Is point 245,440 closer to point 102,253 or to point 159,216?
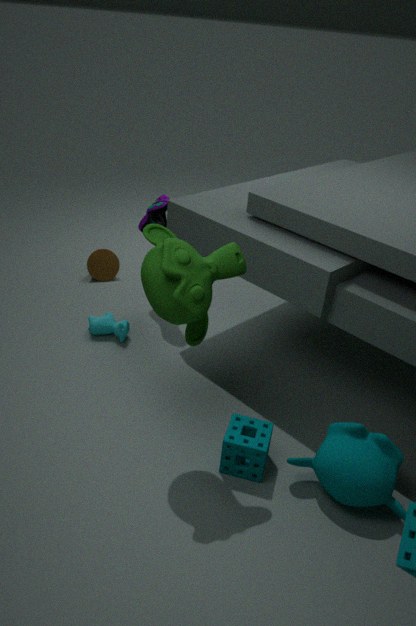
point 159,216
